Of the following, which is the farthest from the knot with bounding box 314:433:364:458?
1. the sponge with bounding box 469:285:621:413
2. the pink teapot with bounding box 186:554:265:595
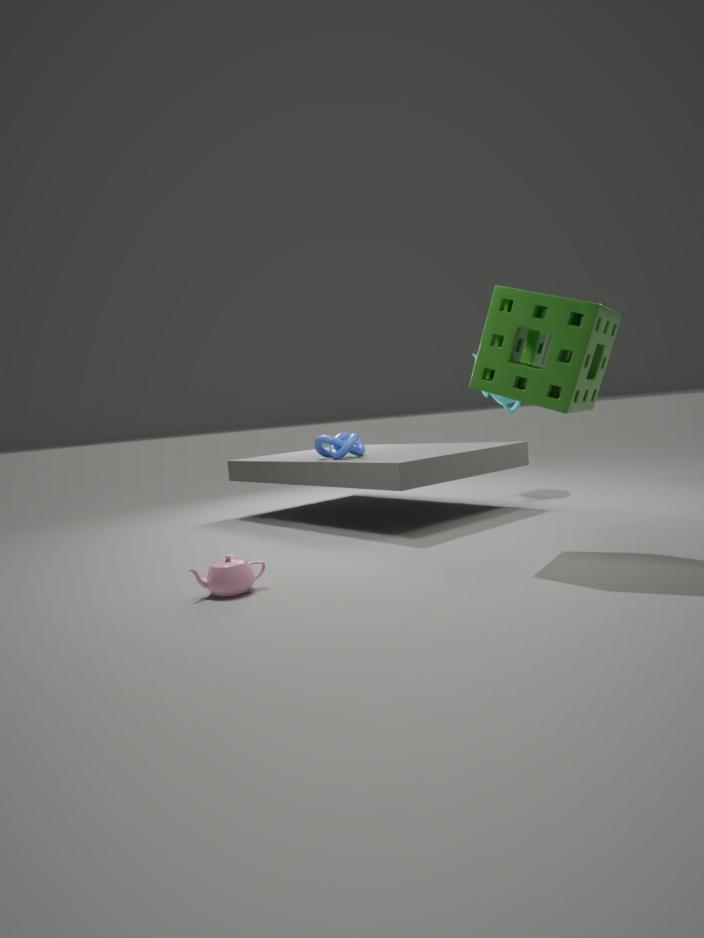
the pink teapot with bounding box 186:554:265:595
